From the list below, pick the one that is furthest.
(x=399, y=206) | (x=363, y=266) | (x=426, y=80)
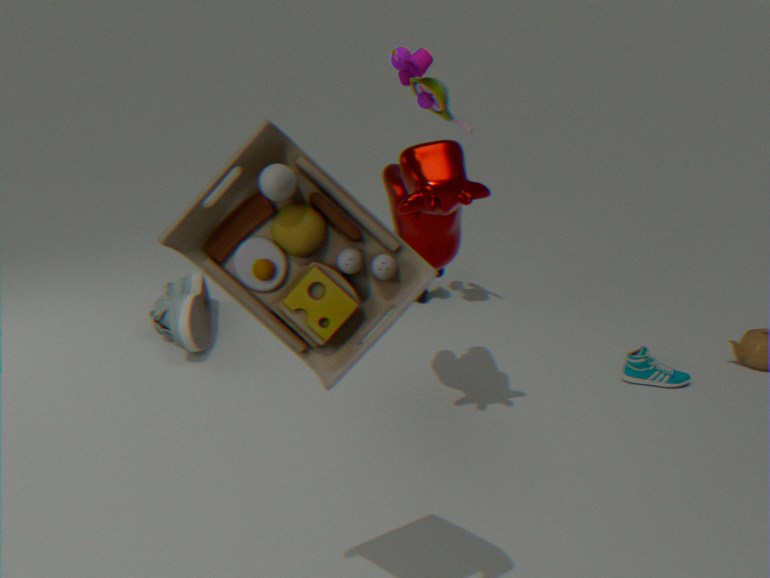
(x=426, y=80)
